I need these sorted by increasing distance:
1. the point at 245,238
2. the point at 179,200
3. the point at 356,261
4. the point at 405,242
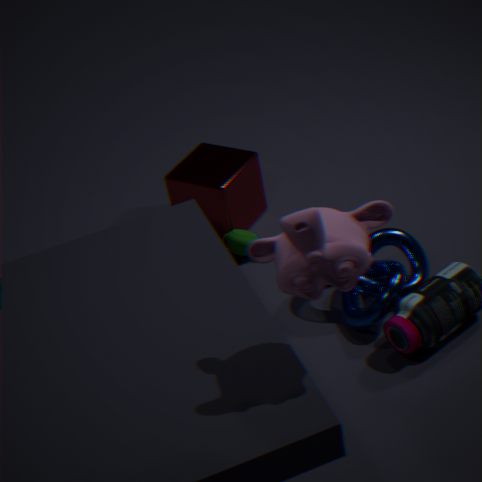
the point at 356,261 → the point at 405,242 → the point at 245,238 → the point at 179,200
